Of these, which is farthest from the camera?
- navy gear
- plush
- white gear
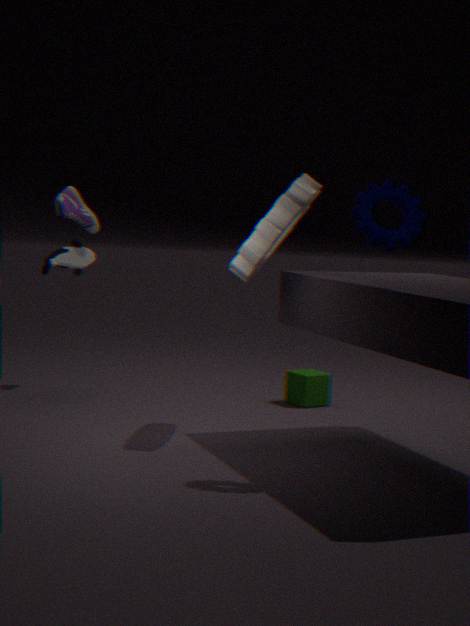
plush
